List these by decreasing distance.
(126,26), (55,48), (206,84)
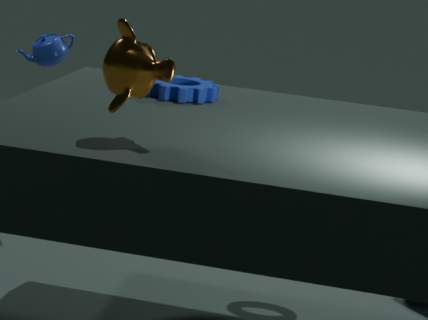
(55,48)
(206,84)
(126,26)
